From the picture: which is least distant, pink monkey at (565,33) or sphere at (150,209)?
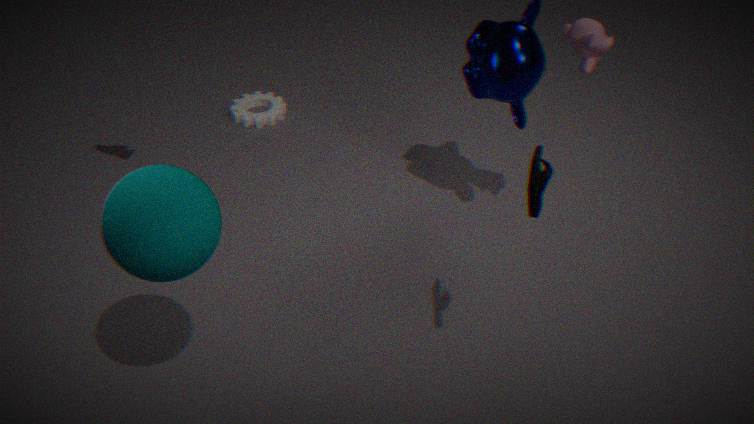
sphere at (150,209)
